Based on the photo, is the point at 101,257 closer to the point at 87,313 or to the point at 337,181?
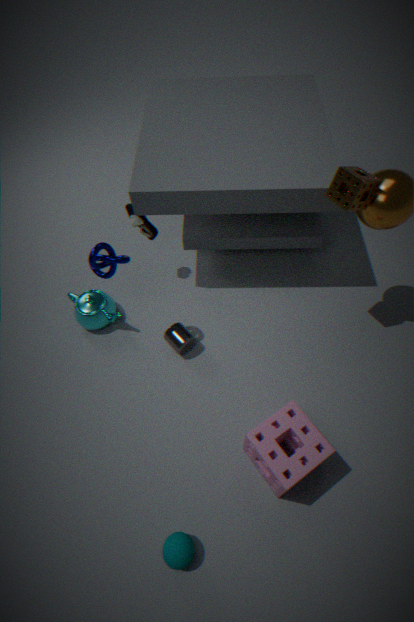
the point at 87,313
